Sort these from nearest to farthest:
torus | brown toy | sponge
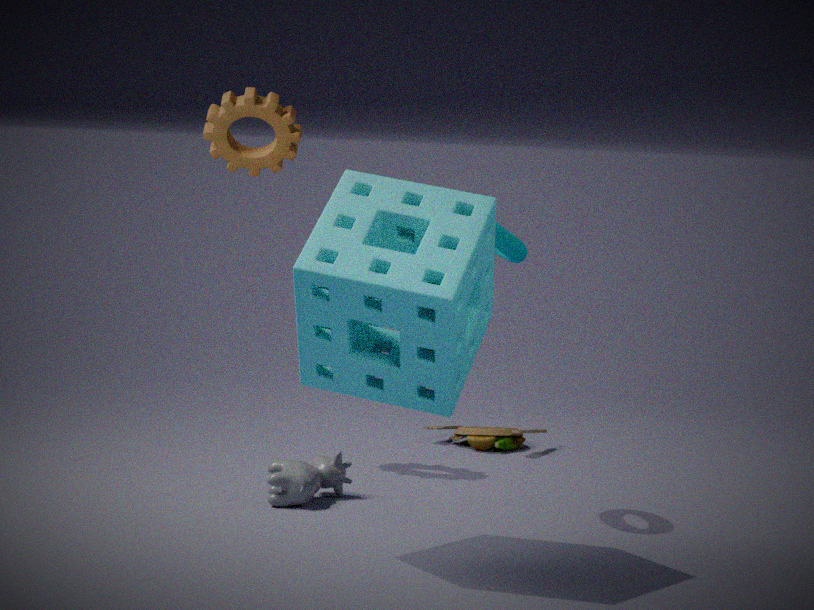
1. sponge
2. torus
3. brown toy
